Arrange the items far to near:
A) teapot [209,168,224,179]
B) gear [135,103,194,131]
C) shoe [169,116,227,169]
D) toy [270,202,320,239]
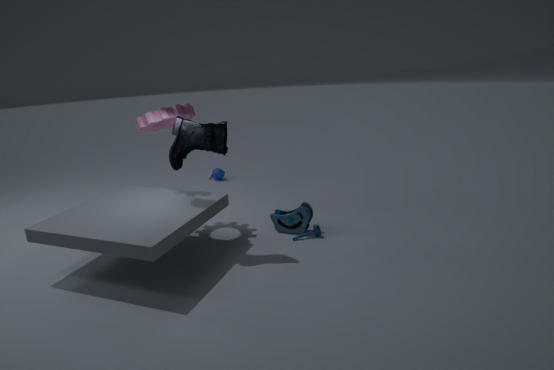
teapot [209,168,224,179] < toy [270,202,320,239] < gear [135,103,194,131] < shoe [169,116,227,169]
